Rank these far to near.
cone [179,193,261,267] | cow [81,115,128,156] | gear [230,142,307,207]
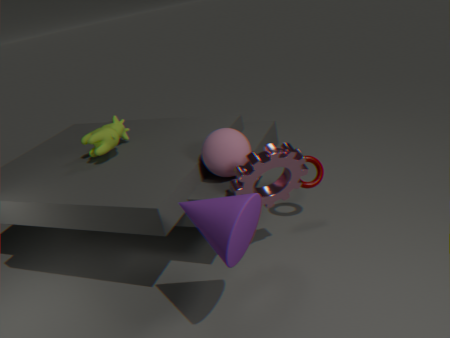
cow [81,115,128,156] < gear [230,142,307,207] < cone [179,193,261,267]
